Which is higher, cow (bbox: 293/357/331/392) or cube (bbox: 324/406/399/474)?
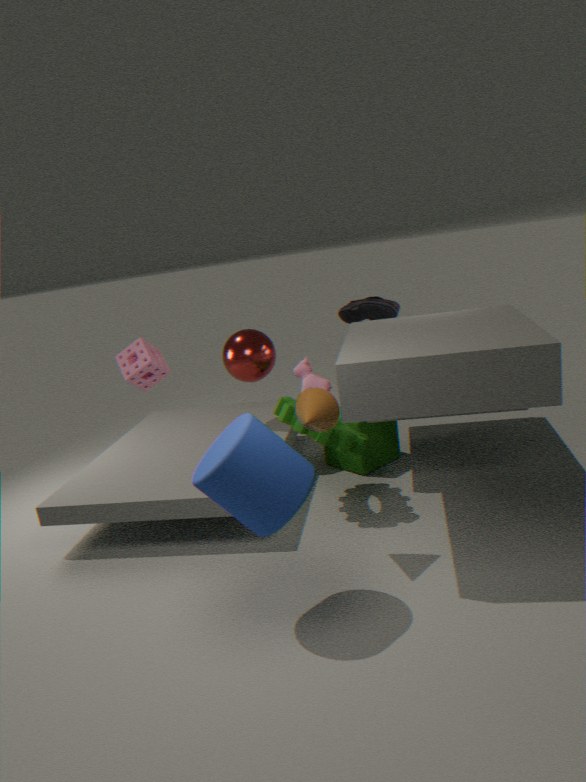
cow (bbox: 293/357/331/392)
